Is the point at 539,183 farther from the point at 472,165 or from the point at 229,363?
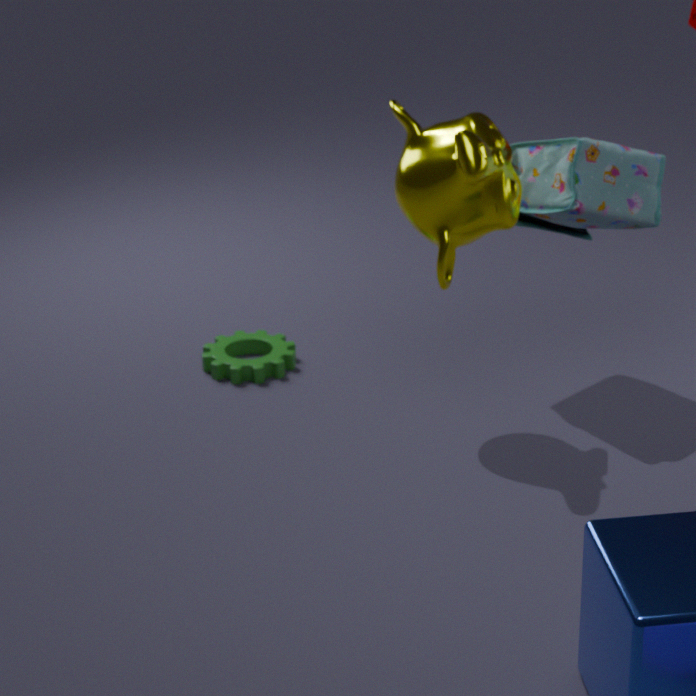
the point at 229,363
